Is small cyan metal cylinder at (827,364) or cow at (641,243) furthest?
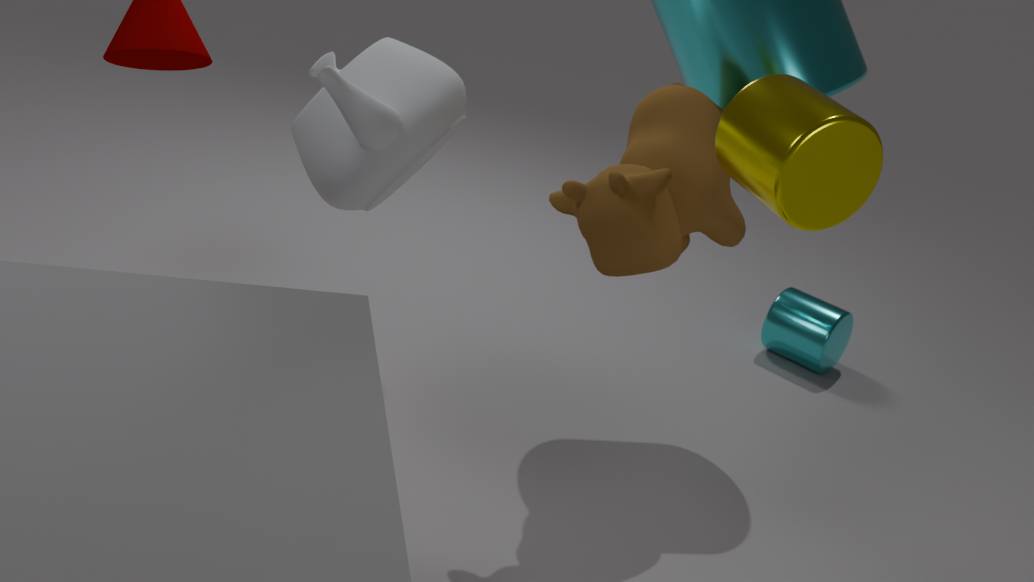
small cyan metal cylinder at (827,364)
